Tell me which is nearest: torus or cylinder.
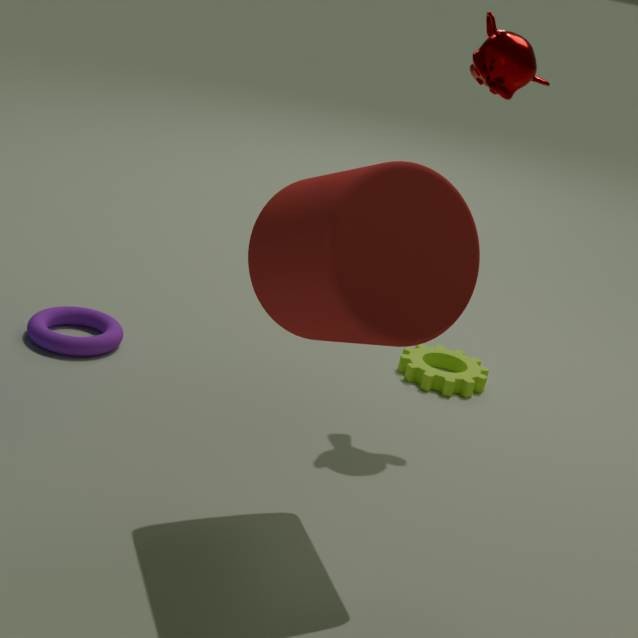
cylinder
